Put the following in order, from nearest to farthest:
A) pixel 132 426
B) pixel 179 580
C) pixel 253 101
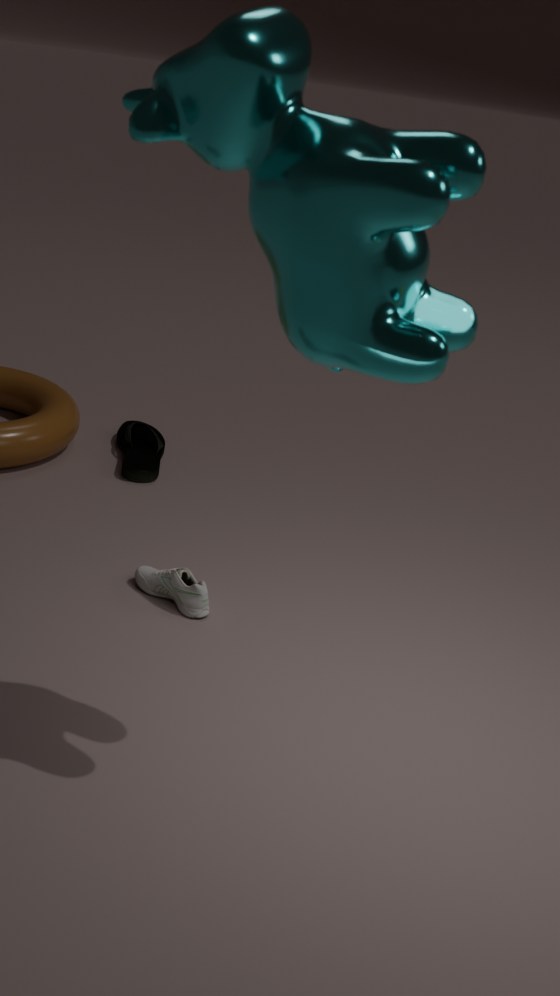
pixel 253 101
pixel 179 580
pixel 132 426
